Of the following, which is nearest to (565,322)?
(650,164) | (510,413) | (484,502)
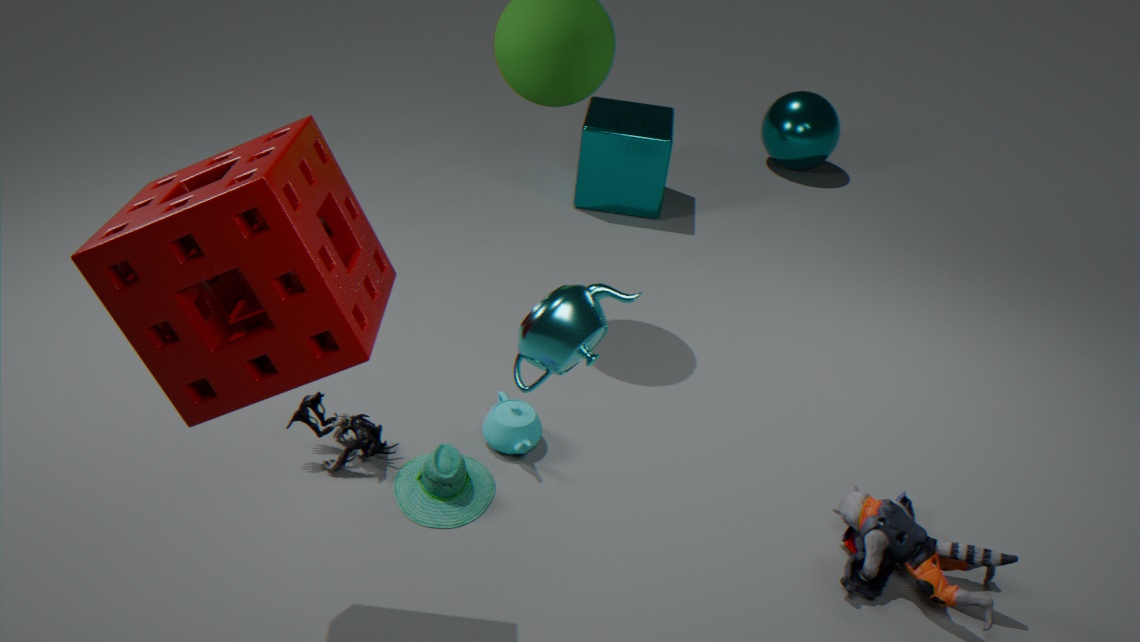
(484,502)
